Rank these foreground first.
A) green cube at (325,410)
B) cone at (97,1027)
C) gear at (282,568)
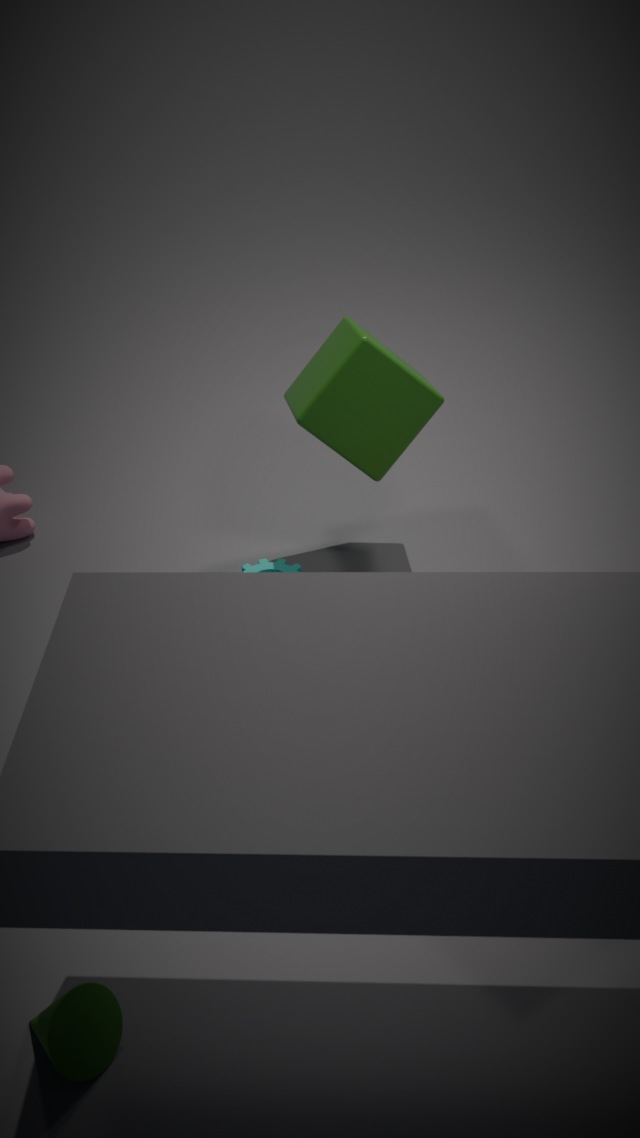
1. B. cone at (97,1027)
2. A. green cube at (325,410)
3. C. gear at (282,568)
